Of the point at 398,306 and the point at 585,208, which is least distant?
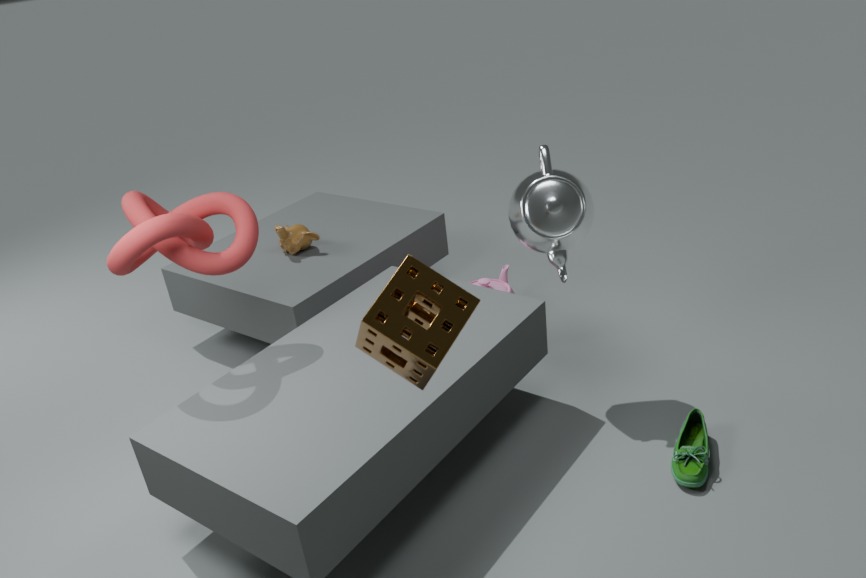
the point at 398,306
